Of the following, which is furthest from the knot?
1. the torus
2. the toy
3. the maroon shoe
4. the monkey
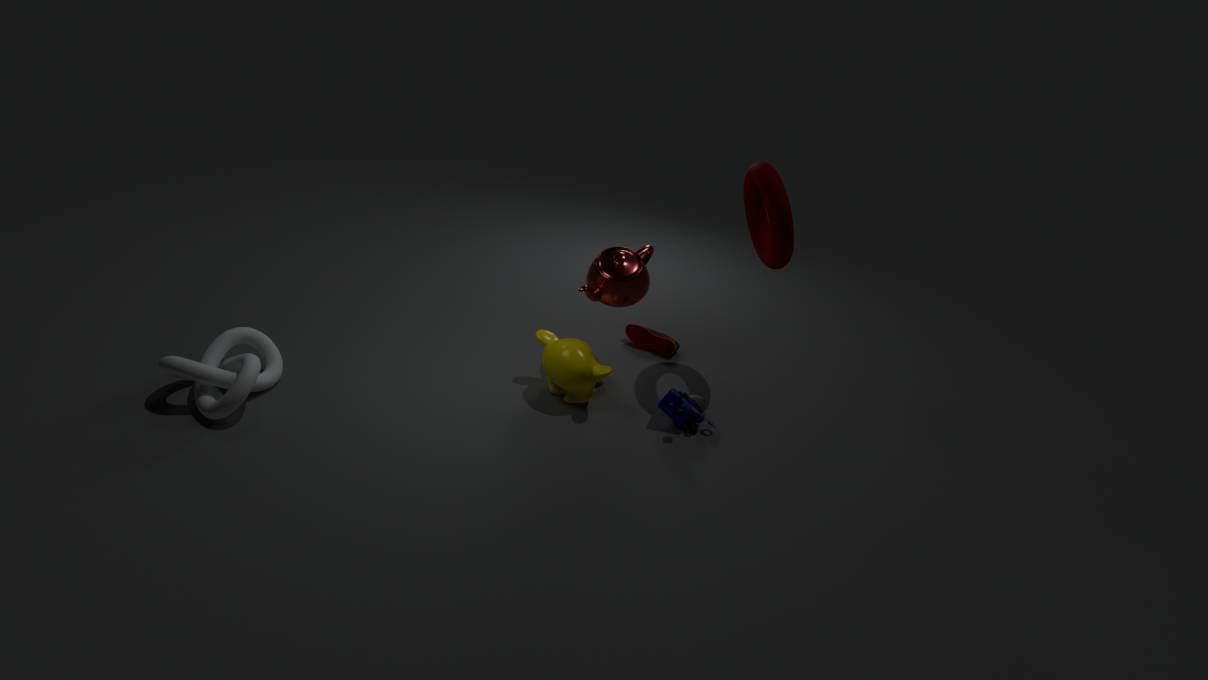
the torus
